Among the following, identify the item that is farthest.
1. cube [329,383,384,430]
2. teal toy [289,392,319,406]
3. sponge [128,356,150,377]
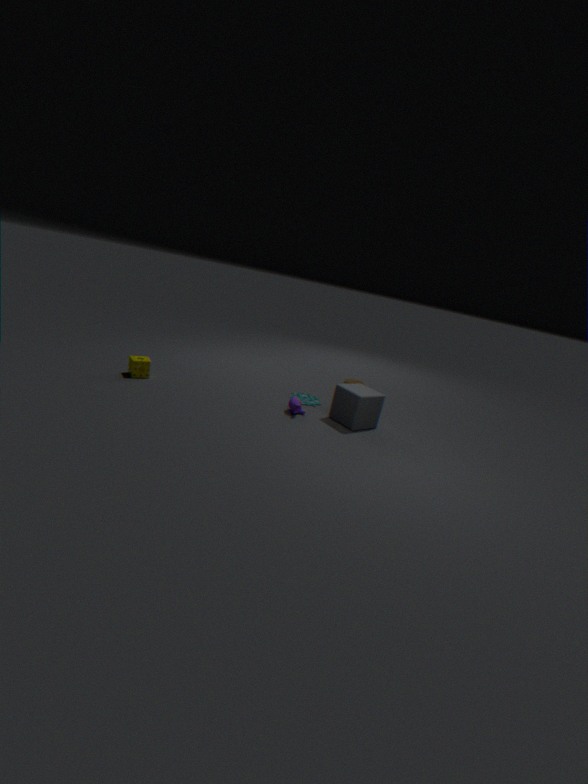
teal toy [289,392,319,406]
